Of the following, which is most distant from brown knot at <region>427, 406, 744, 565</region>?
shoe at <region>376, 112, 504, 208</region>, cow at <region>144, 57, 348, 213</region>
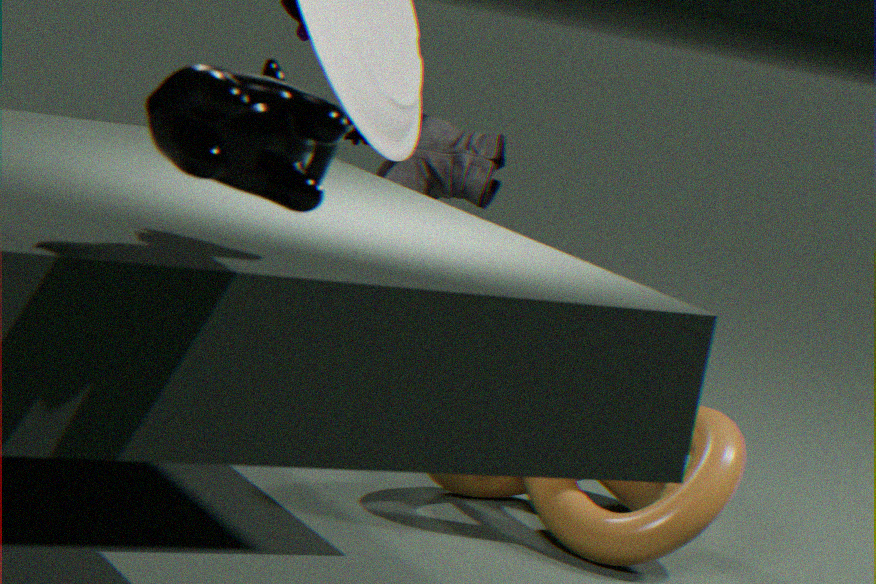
cow at <region>144, 57, 348, 213</region>
